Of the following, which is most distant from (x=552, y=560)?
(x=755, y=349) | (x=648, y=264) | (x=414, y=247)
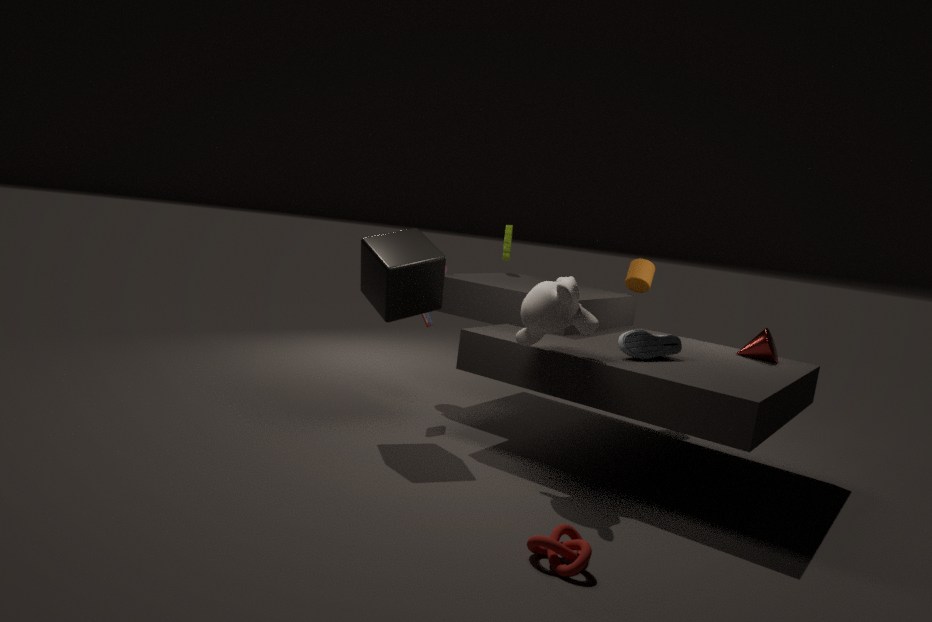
(x=648, y=264)
